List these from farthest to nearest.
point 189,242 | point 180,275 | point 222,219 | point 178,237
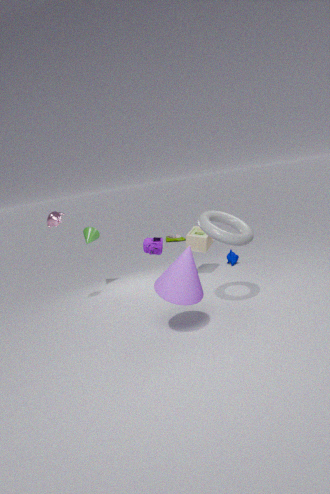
point 178,237 < point 189,242 < point 222,219 < point 180,275
